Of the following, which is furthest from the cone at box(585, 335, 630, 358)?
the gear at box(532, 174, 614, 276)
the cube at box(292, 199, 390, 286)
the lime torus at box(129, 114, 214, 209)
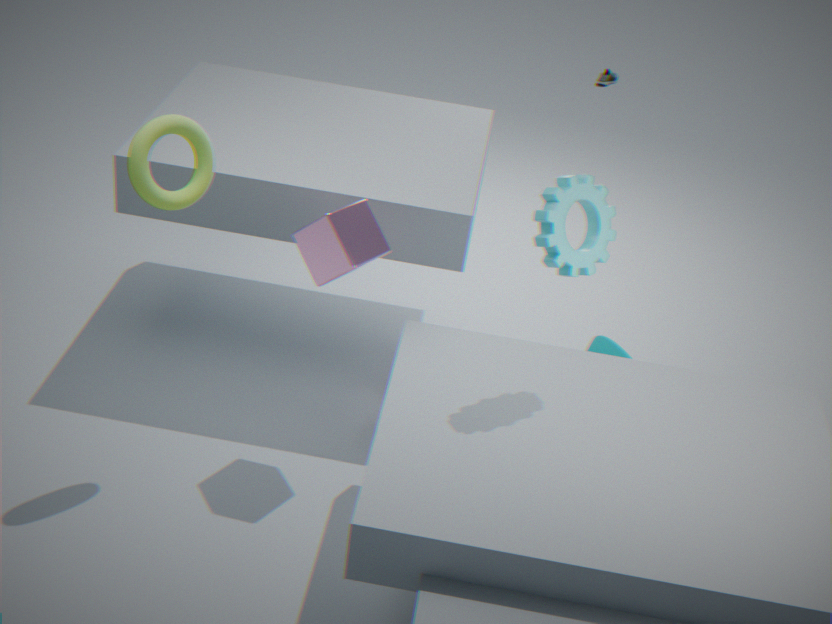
the lime torus at box(129, 114, 214, 209)
